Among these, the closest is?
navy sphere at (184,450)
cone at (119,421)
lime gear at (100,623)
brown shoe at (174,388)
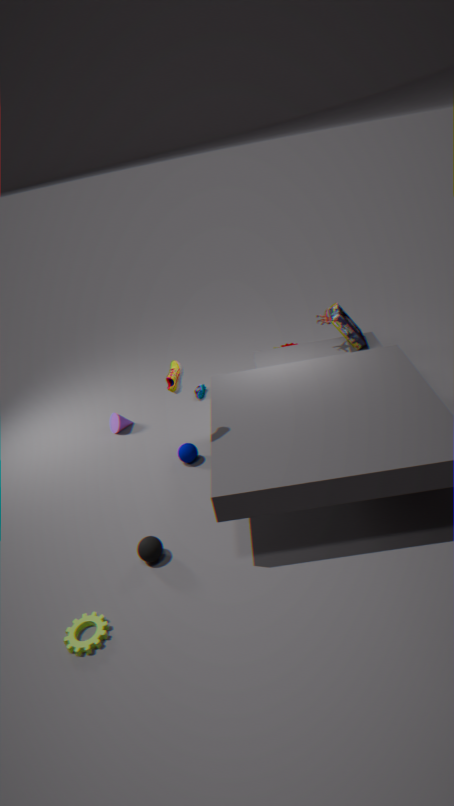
lime gear at (100,623)
